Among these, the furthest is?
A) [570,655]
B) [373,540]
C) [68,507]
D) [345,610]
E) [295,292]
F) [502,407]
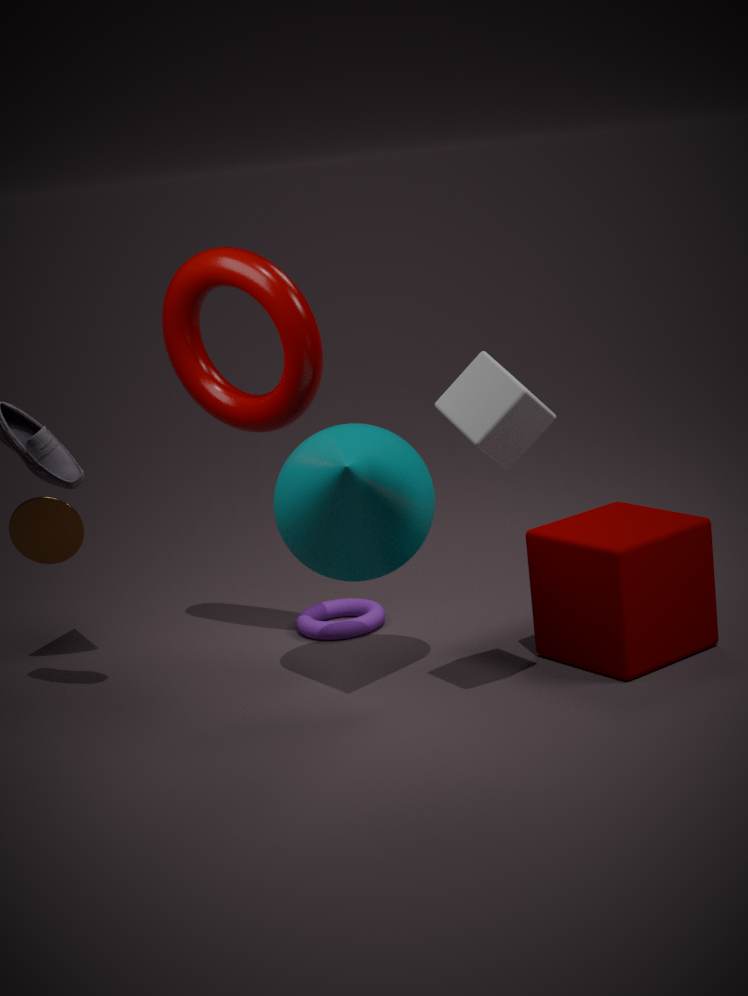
[345,610]
